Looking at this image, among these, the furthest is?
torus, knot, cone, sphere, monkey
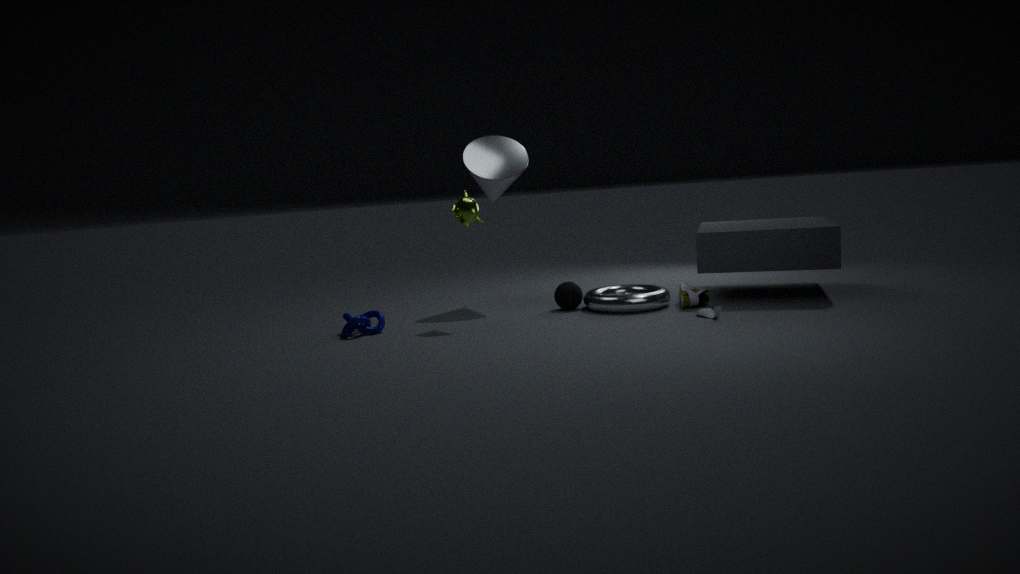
cone
